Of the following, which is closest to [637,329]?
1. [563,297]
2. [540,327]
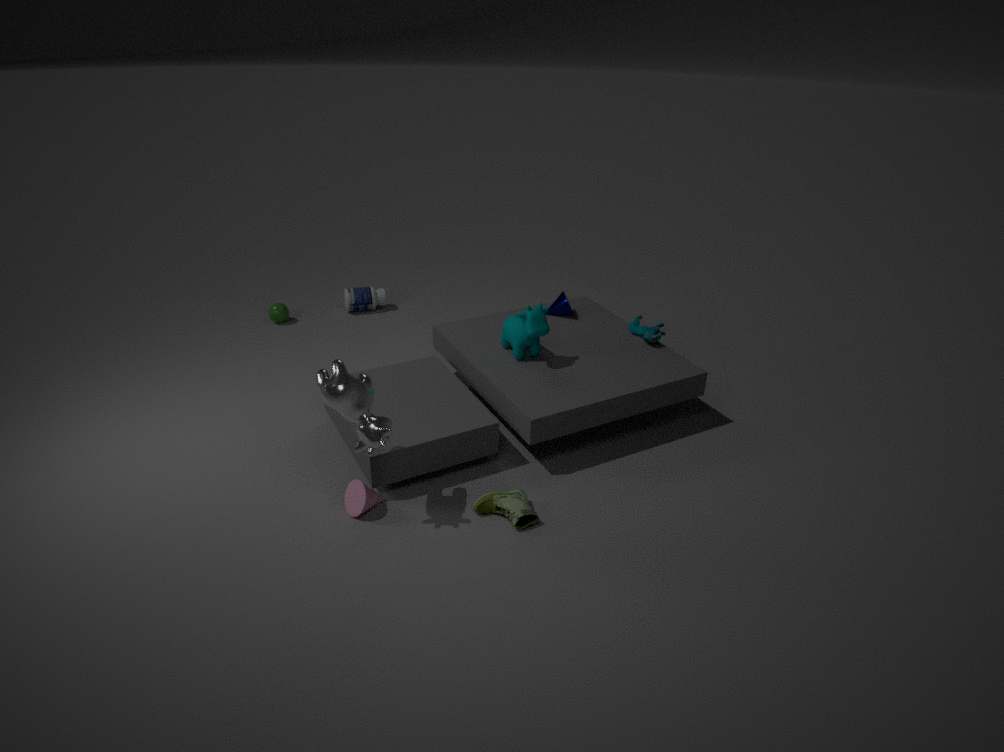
[563,297]
